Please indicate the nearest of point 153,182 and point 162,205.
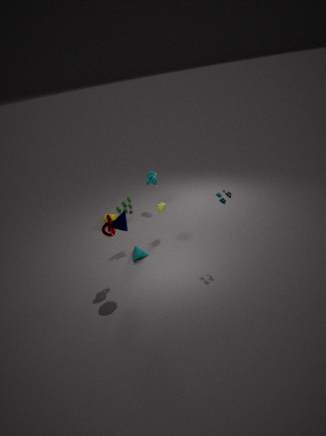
point 162,205
